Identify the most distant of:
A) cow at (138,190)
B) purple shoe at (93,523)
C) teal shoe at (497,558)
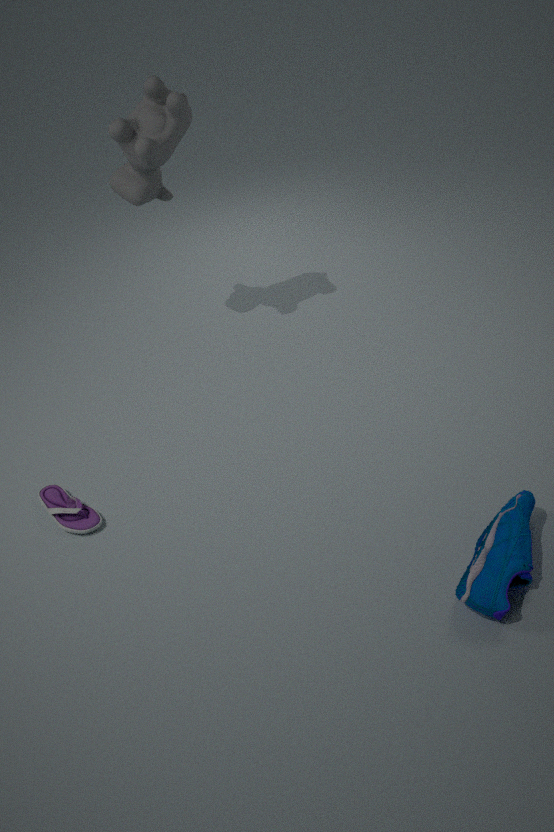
cow at (138,190)
